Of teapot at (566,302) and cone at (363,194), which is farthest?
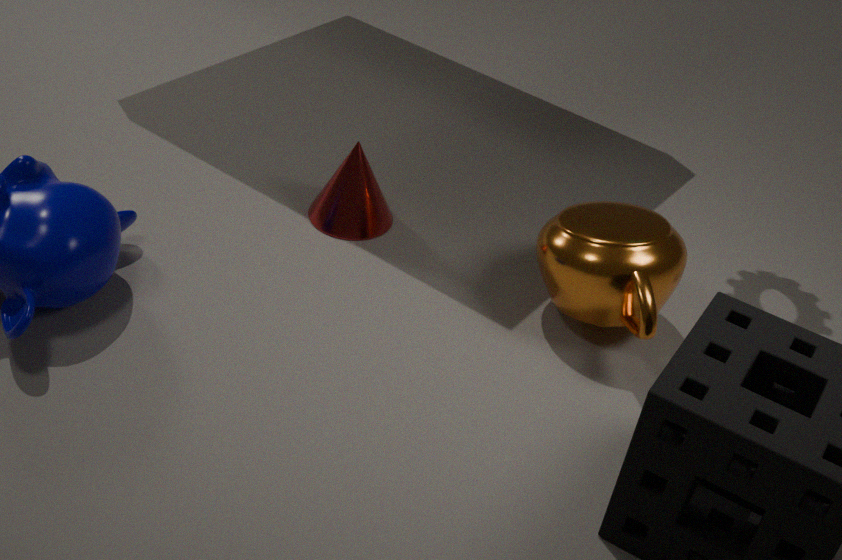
cone at (363,194)
